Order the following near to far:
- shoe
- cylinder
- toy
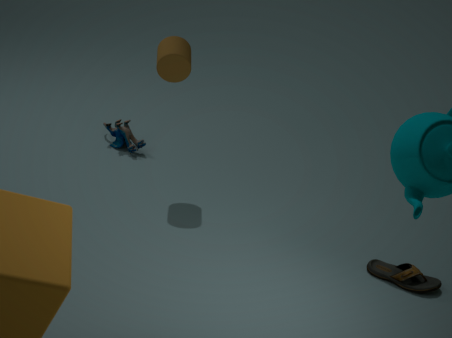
shoe, cylinder, toy
